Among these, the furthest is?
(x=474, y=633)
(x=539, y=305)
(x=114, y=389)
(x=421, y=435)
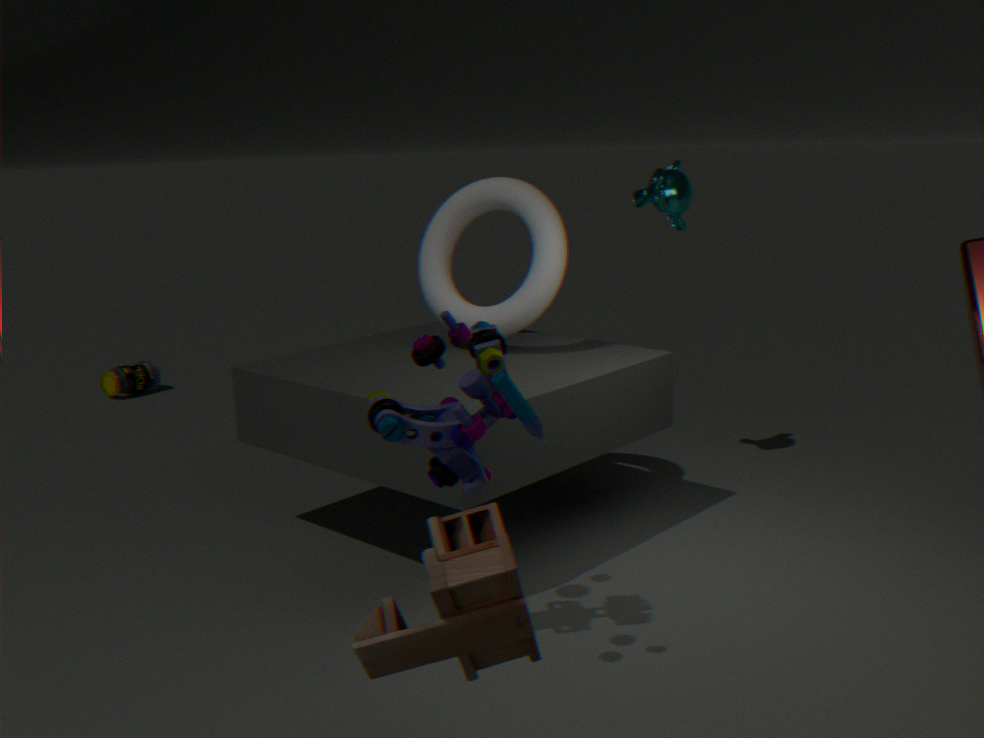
(x=114, y=389)
